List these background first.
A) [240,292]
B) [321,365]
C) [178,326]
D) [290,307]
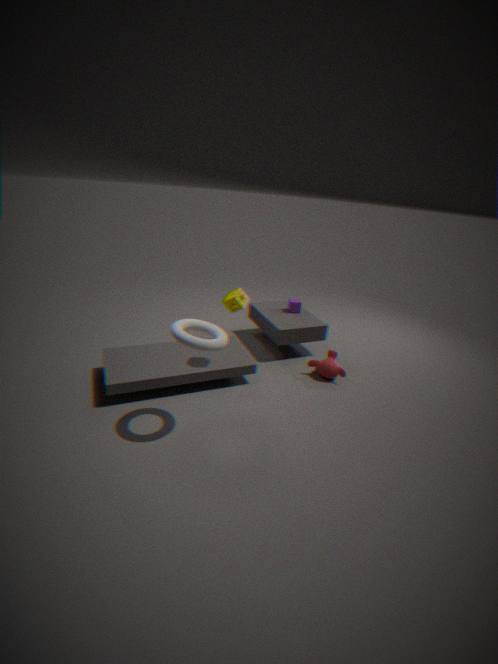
1. [290,307]
2. [321,365]
3. [240,292]
4. [178,326]
